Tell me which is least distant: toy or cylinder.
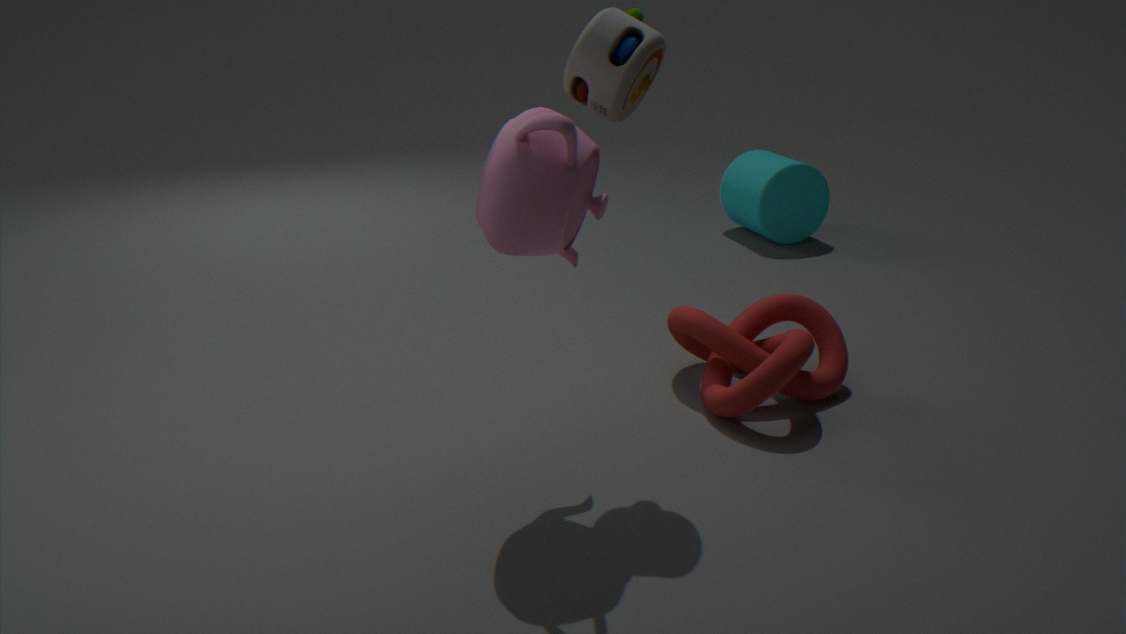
toy
